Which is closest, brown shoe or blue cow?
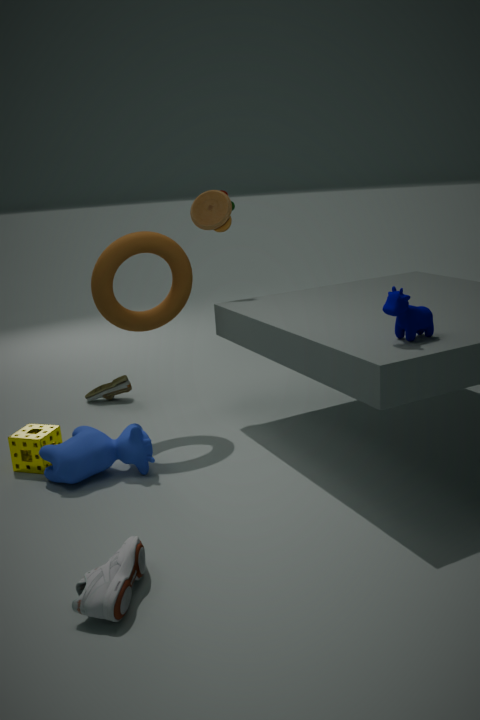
blue cow
